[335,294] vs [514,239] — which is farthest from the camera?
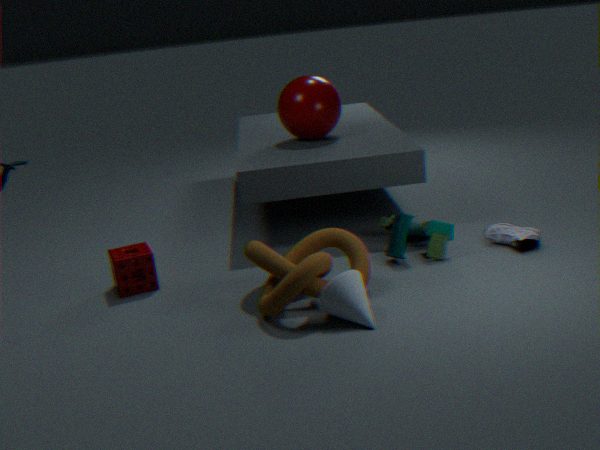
[514,239]
